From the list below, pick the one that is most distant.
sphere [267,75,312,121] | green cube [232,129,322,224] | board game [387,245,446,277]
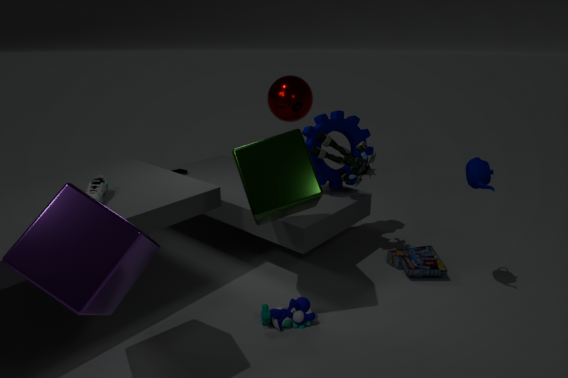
sphere [267,75,312,121]
